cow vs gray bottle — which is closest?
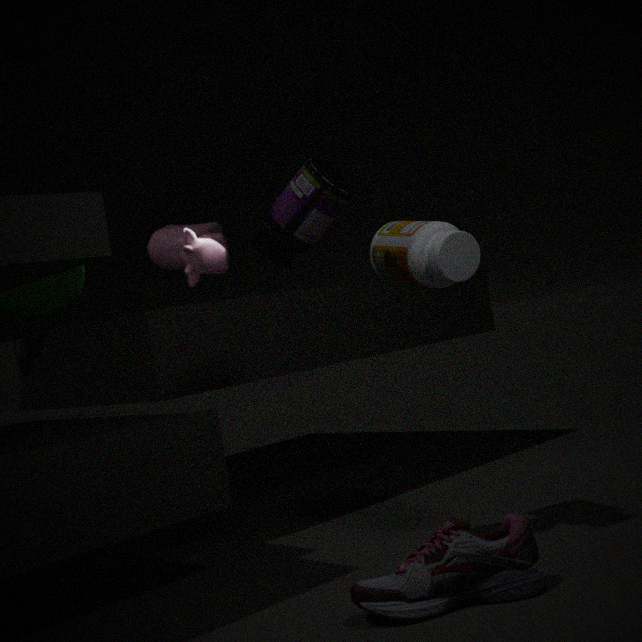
gray bottle
